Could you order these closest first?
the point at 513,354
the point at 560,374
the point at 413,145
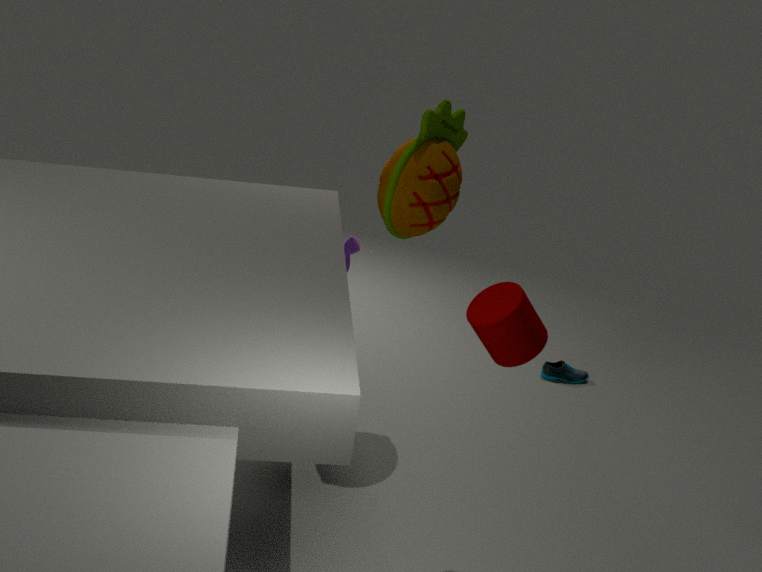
the point at 513,354, the point at 413,145, the point at 560,374
